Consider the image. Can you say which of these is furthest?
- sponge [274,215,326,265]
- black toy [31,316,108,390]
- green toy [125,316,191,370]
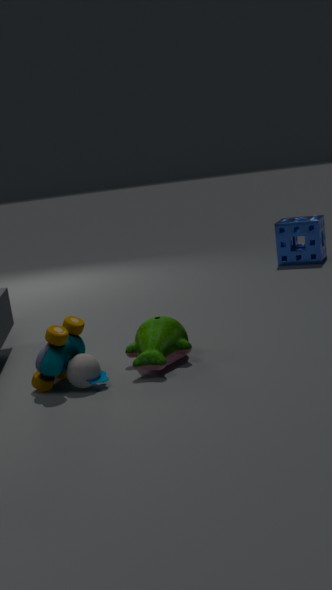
sponge [274,215,326,265]
